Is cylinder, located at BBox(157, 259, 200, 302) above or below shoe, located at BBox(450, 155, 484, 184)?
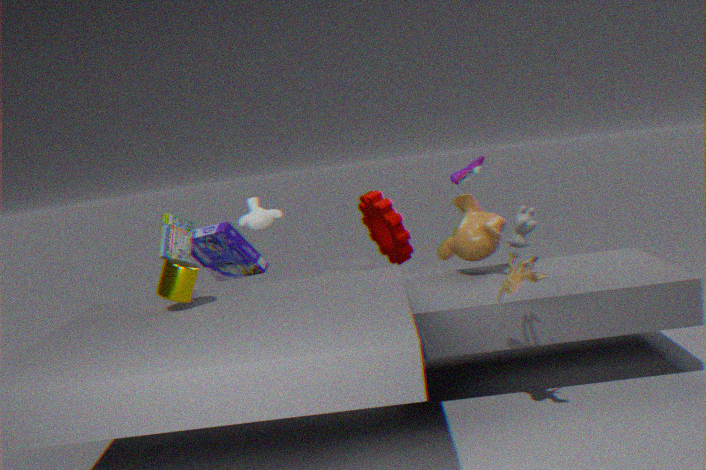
below
